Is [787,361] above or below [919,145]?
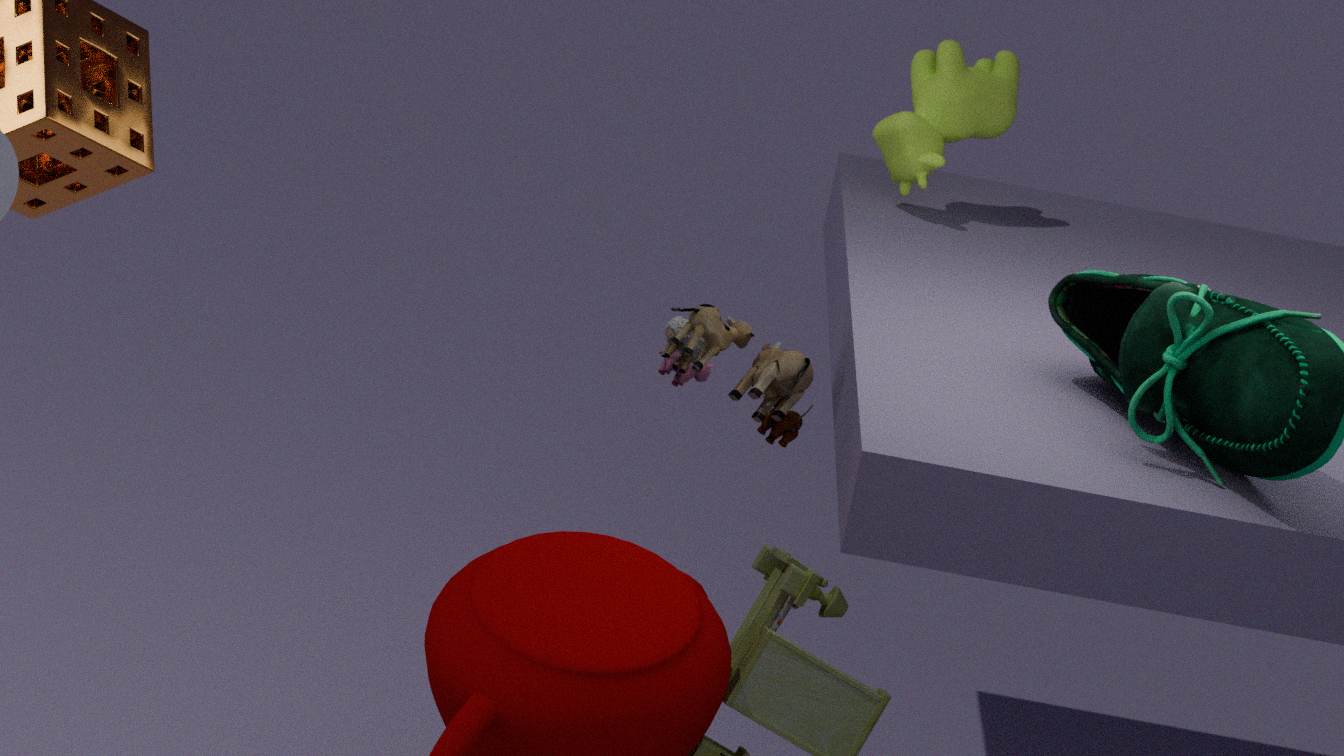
below
